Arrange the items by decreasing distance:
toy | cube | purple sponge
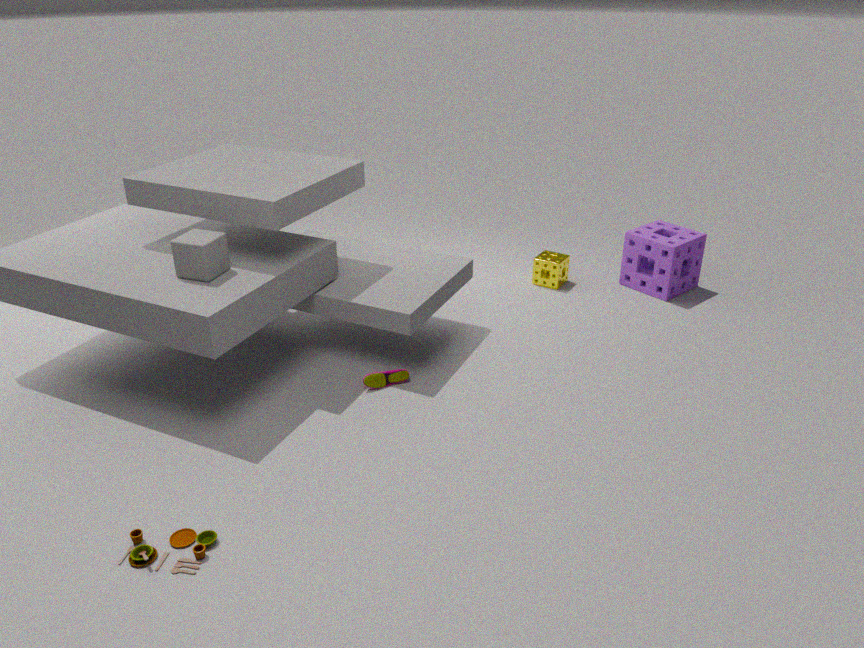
purple sponge < cube < toy
